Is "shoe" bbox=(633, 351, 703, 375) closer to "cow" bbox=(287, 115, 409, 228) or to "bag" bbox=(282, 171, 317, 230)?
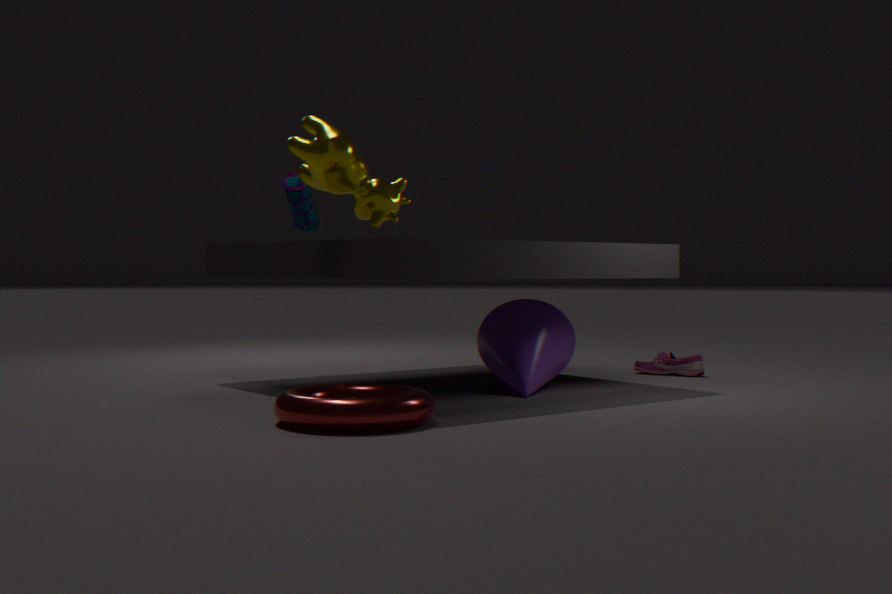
"cow" bbox=(287, 115, 409, 228)
